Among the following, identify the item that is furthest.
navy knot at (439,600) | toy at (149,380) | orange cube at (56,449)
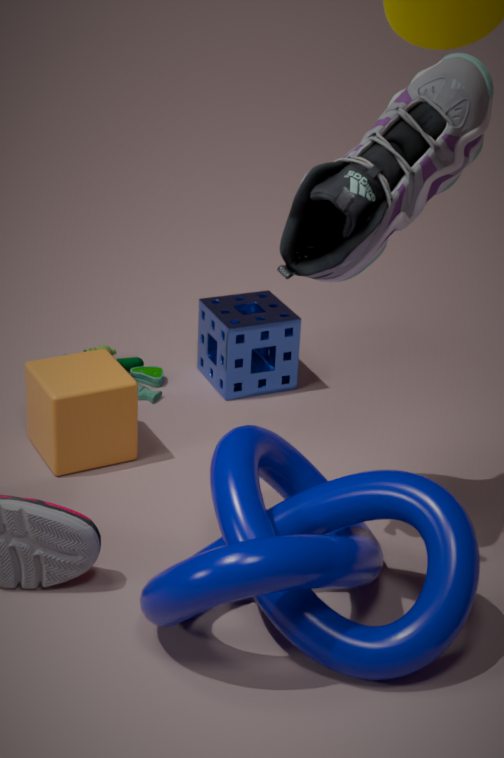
toy at (149,380)
